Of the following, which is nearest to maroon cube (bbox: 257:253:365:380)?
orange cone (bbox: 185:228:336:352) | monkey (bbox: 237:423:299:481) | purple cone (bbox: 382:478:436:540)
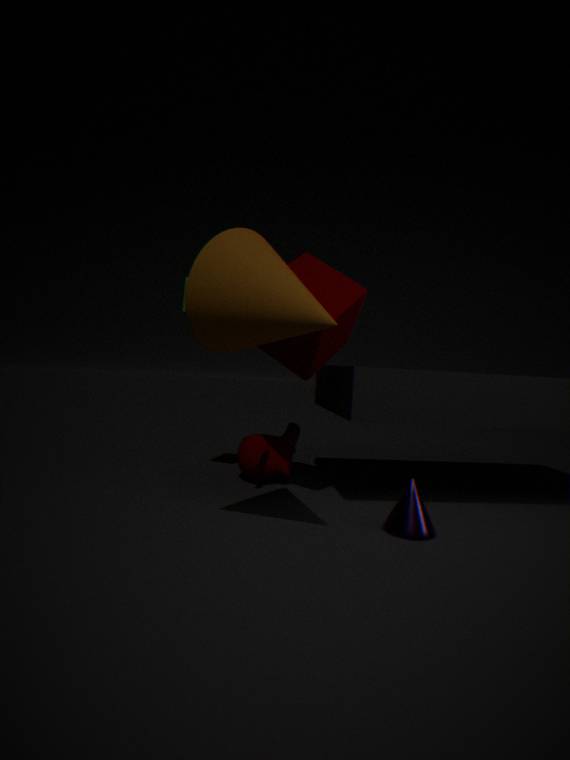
orange cone (bbox: 185:228:336:352)
